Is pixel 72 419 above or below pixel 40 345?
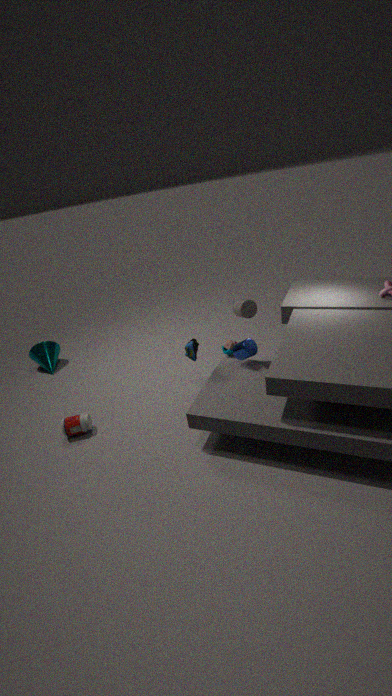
below
